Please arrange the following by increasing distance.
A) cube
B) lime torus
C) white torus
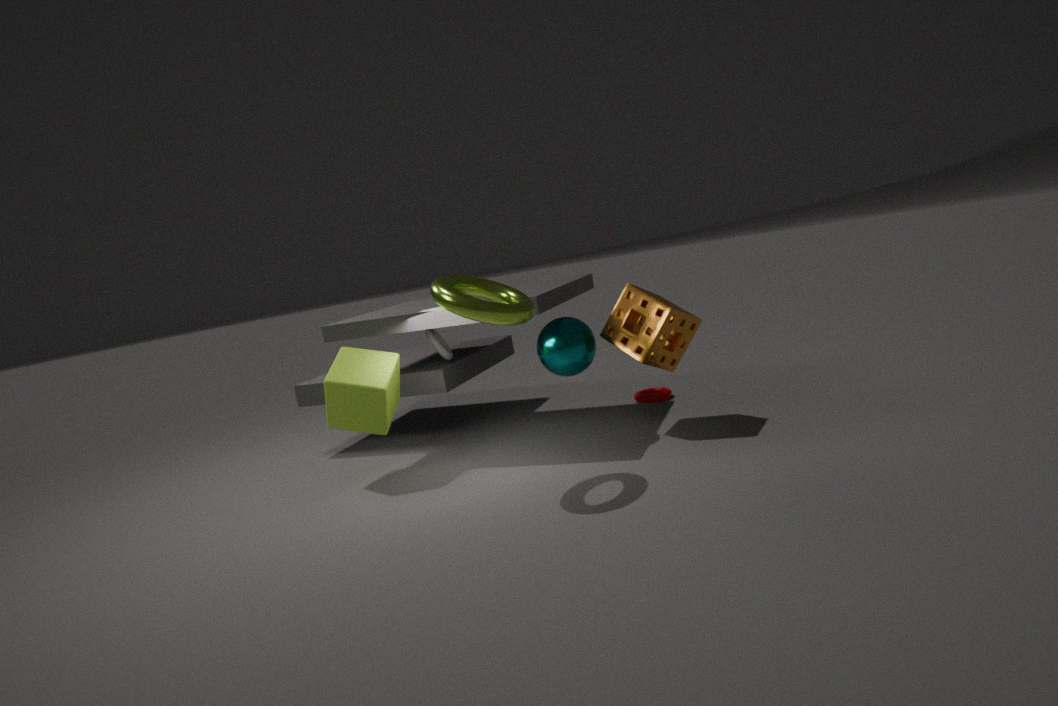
lime torus < cube < white torus
